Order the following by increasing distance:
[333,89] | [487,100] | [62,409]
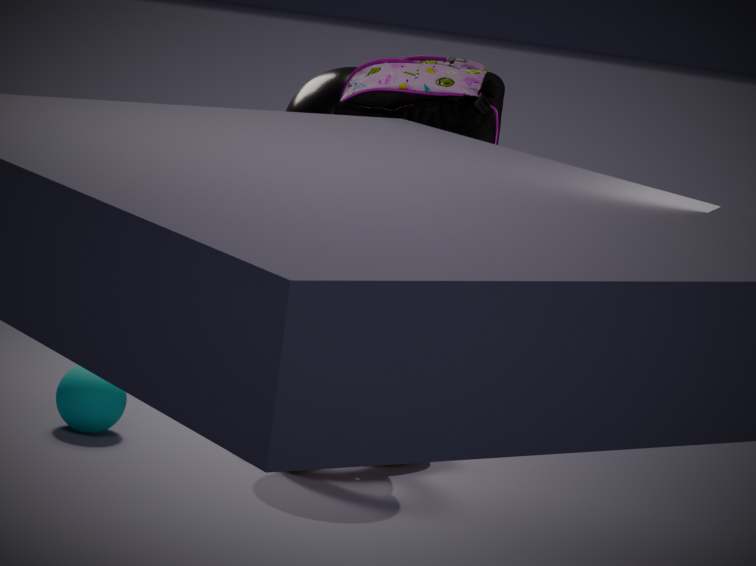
[487,100] → [333,89] → [62,409]
